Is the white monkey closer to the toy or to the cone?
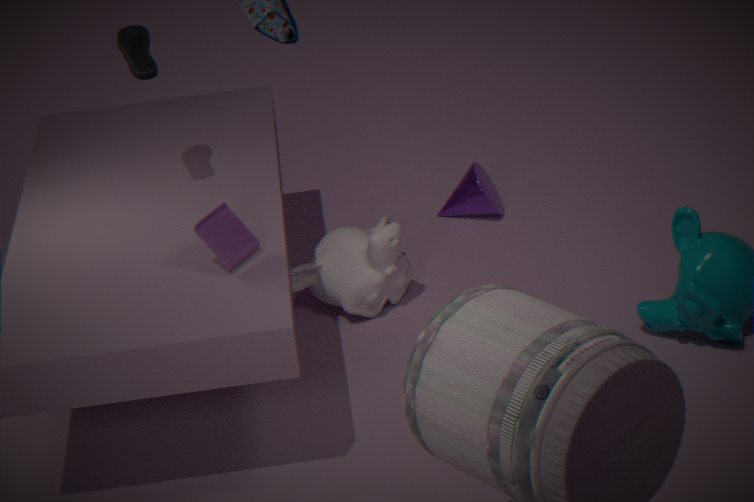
the cone
